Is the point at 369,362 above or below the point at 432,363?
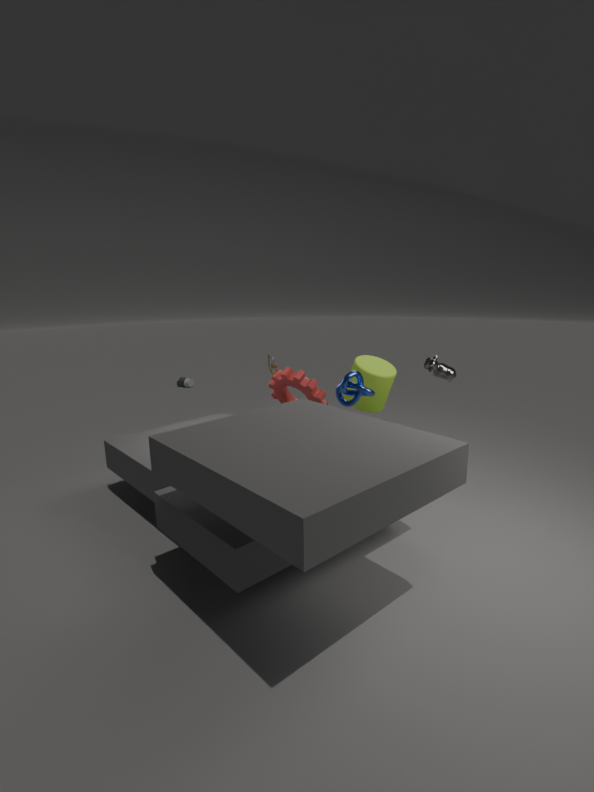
below
